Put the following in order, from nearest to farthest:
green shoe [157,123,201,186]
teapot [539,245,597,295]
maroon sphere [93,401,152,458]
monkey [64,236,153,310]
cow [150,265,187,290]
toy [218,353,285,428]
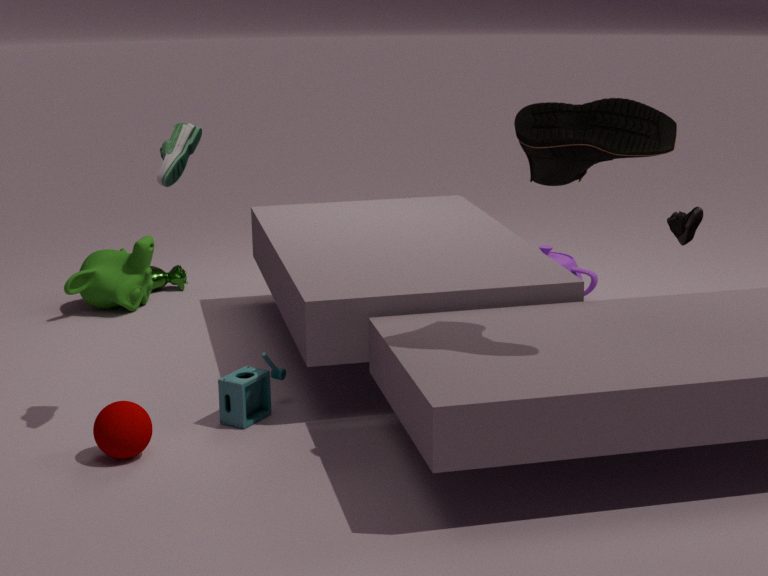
1. maroon sphere [93,401,152,458]
2. green shoe [157,123,201,186]
3. toy [218,353,285,428]
4. teapot [539,245,597,295]
5. monkey [64,236,153,310]
6. cow [150,265,187,290]
